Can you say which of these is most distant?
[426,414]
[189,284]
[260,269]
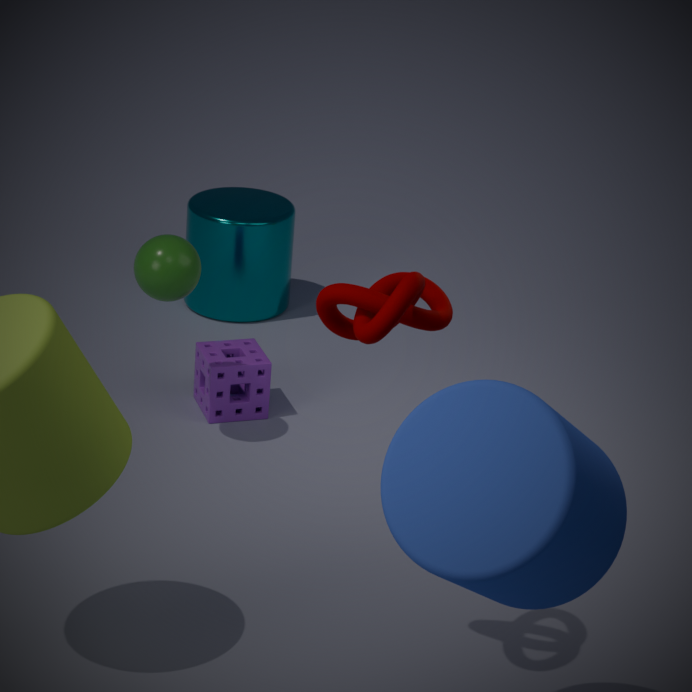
[260,269]
